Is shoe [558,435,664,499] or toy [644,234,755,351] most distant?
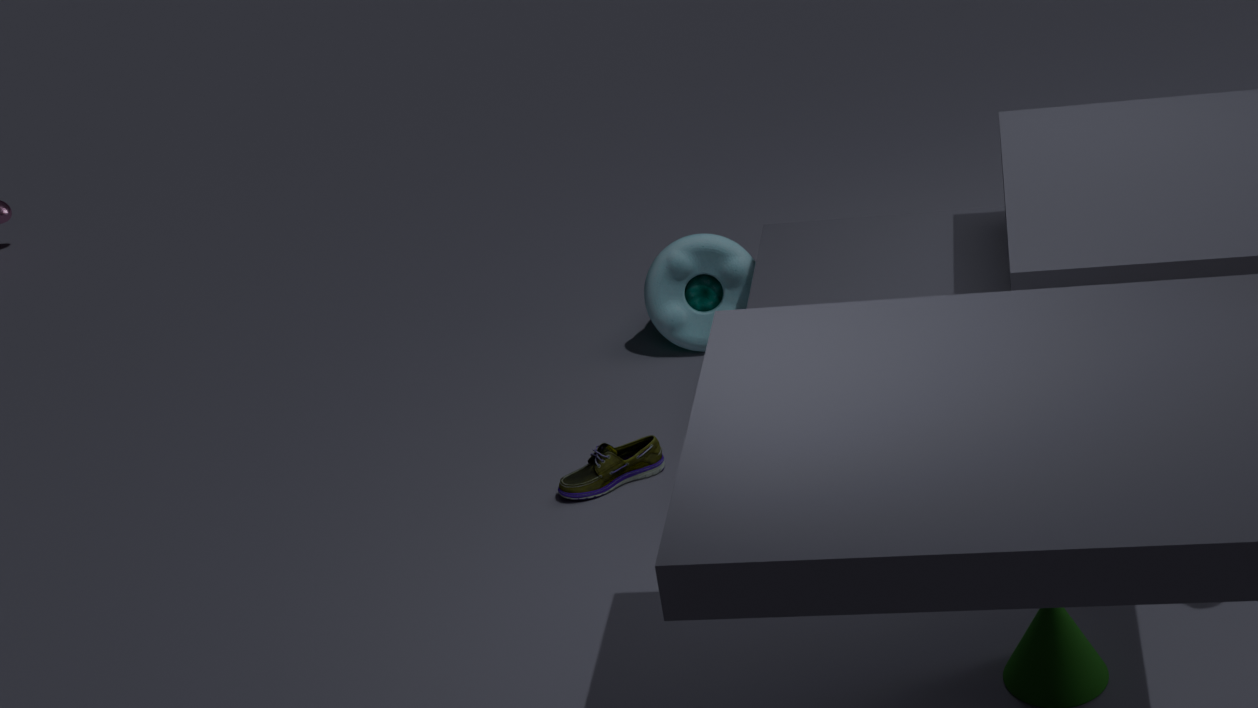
toy [644,234,755,351]
